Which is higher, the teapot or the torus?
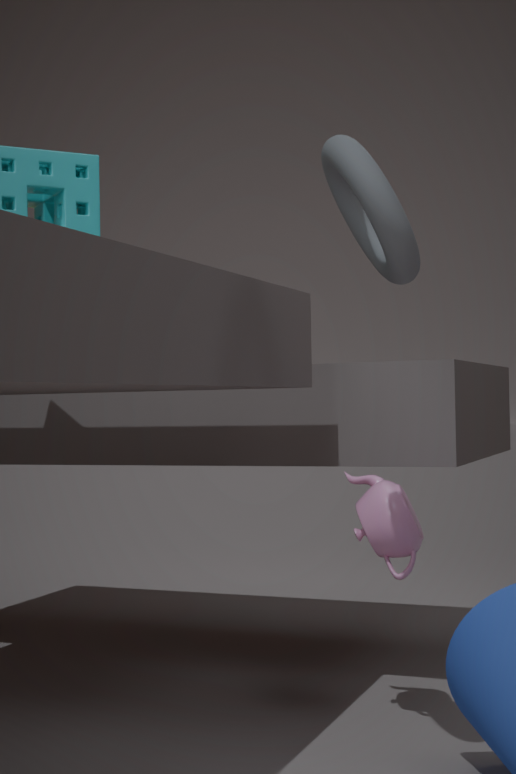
the torus
